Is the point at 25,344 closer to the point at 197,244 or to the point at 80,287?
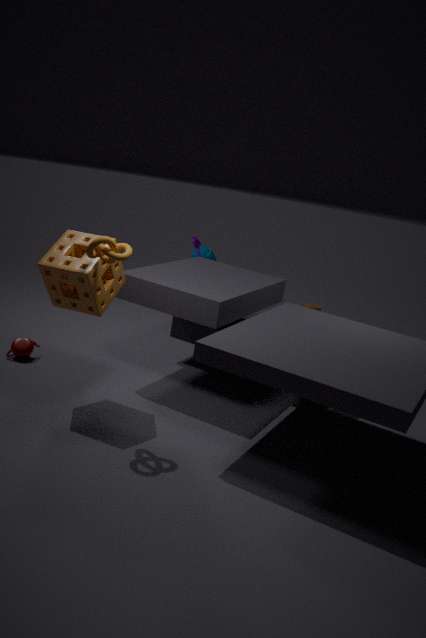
the point at 80,287
